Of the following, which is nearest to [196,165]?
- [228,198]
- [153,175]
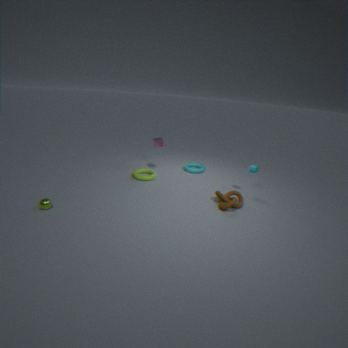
[153,175]
